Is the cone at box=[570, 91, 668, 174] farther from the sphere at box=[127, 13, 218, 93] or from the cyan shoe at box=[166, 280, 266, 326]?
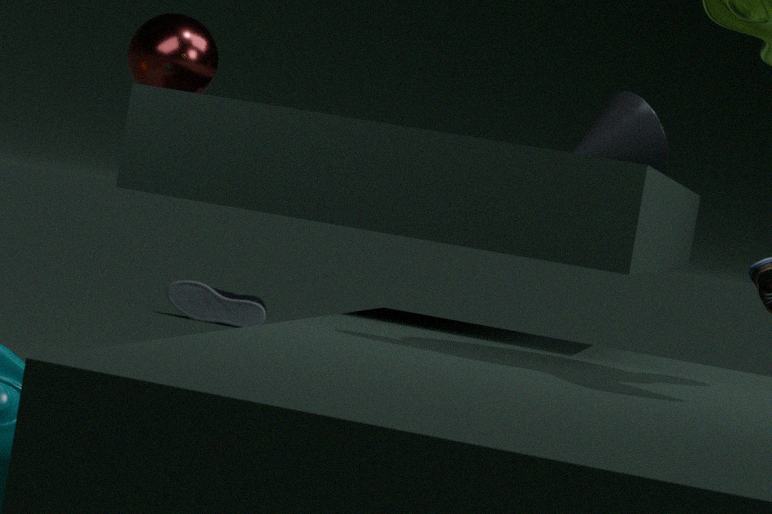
the cyan shoe at box=[166, 280, 266, 326]
